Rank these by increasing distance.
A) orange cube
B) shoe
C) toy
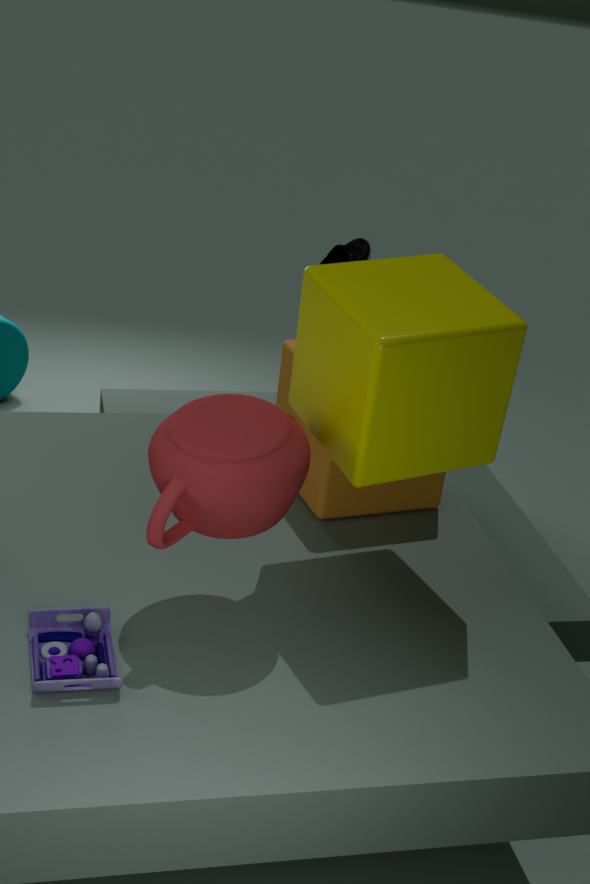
toy, orange cube, shoe
